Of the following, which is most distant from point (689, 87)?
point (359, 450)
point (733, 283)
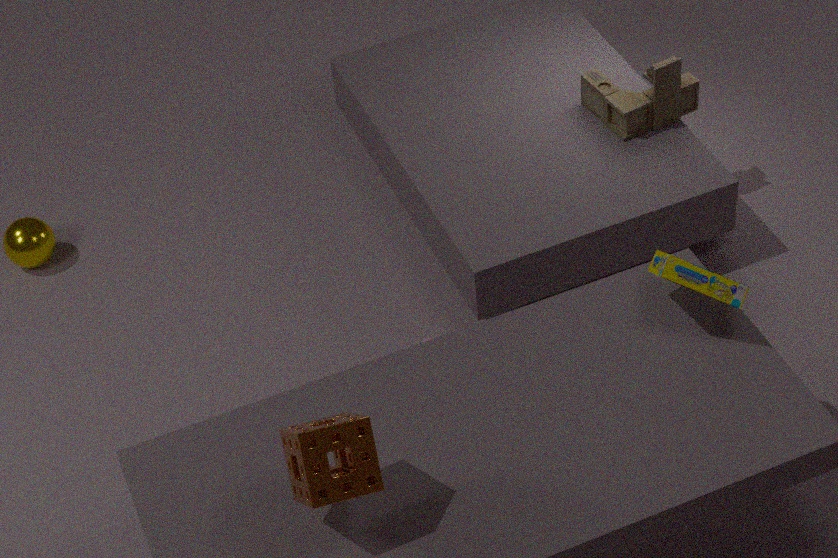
point (359, 450)
